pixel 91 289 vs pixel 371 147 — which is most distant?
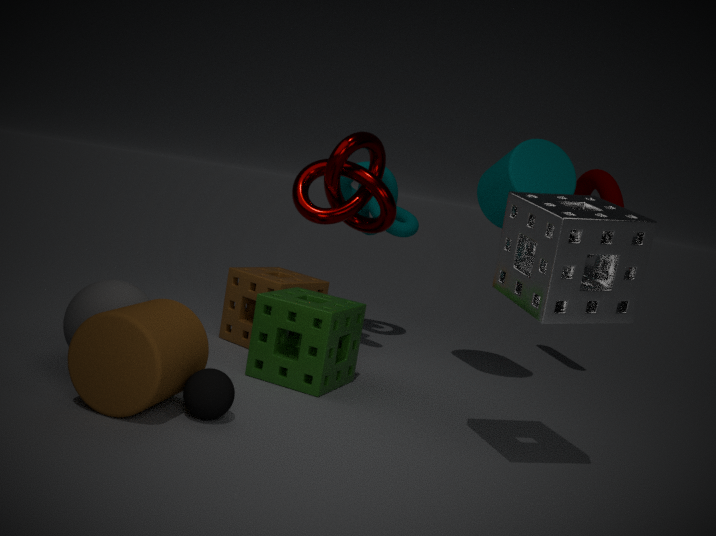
pixel 371 147
